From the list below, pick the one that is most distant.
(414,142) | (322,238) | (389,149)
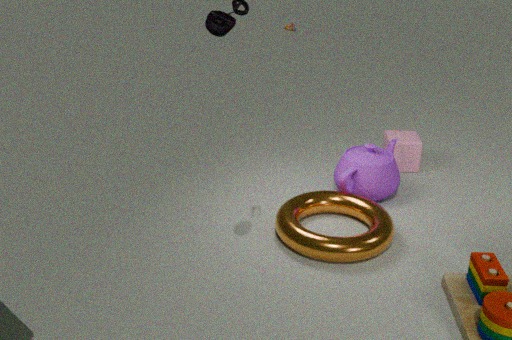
(414,142)
